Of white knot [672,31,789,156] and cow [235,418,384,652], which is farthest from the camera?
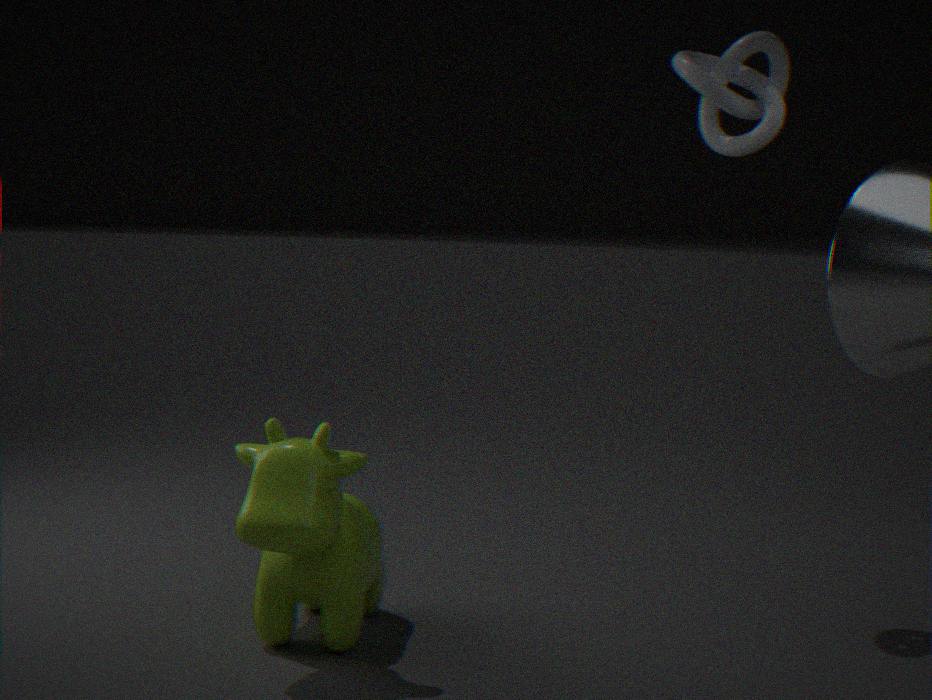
white knot [672,31,789,156]
